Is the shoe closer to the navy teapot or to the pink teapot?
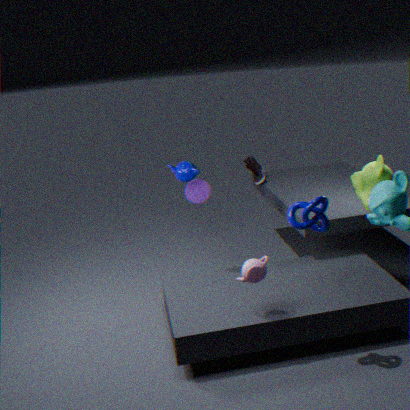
the navy teapot
